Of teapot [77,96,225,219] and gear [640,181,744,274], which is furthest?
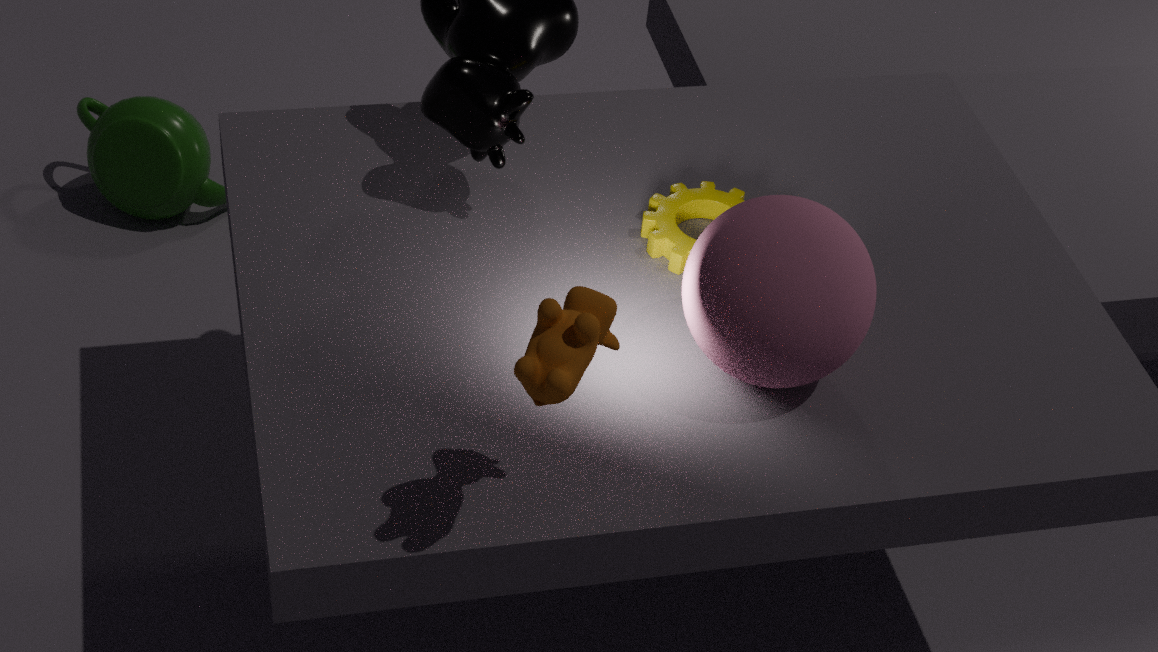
teapot [77,96,225,219]
